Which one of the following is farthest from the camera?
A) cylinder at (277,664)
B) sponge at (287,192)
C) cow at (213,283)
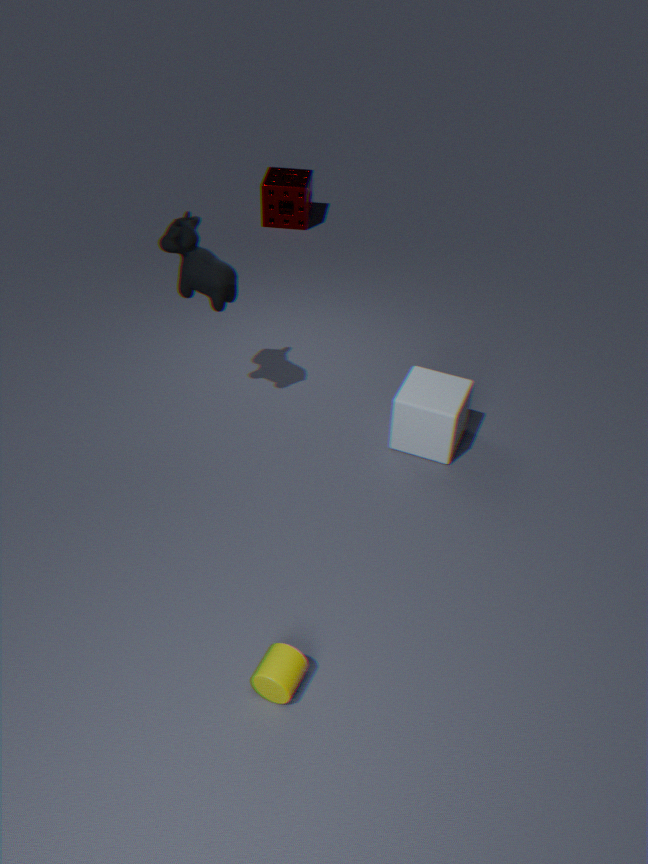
B. sponge at (287,192)
